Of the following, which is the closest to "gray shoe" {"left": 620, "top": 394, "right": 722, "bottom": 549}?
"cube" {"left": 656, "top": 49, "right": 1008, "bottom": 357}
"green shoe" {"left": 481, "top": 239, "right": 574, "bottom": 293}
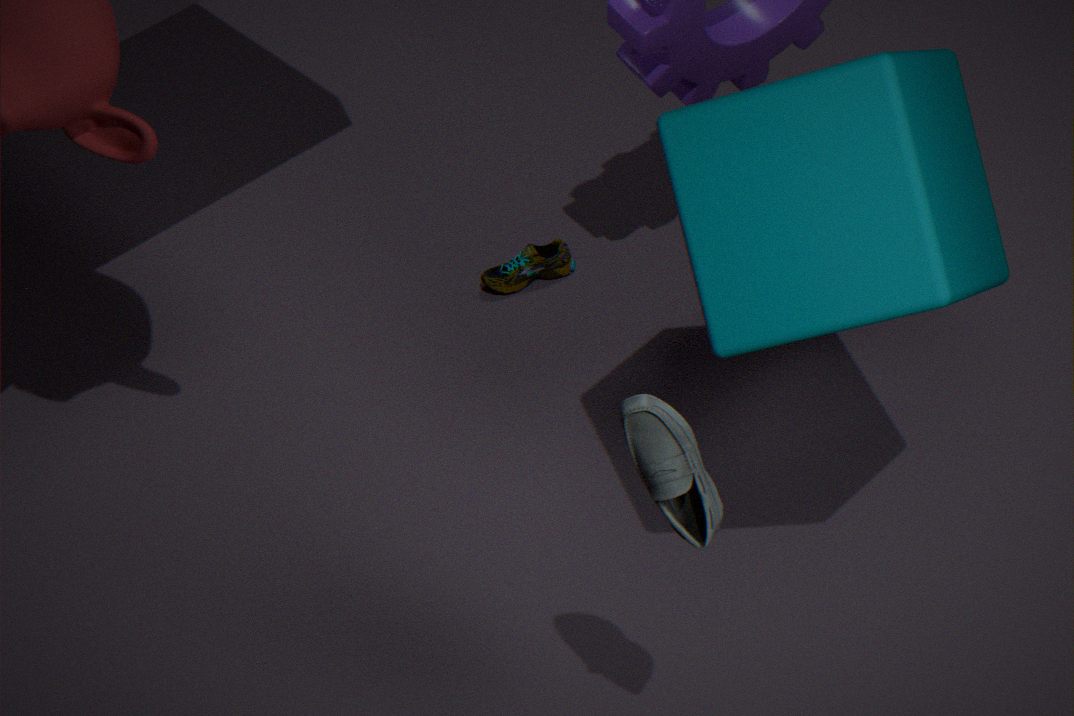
"cube" {"left": 656, "top": 49, "right": 1008, "bottom": 357}
